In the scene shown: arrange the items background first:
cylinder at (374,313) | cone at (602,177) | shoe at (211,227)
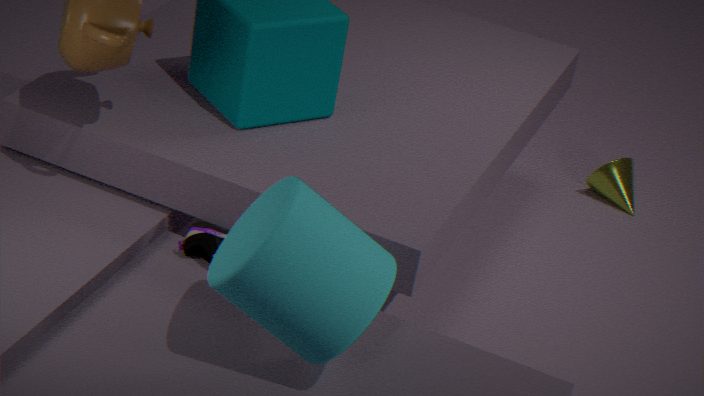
cone at (602,177)
shoe at (211,227)
cylinder at (374,313)
